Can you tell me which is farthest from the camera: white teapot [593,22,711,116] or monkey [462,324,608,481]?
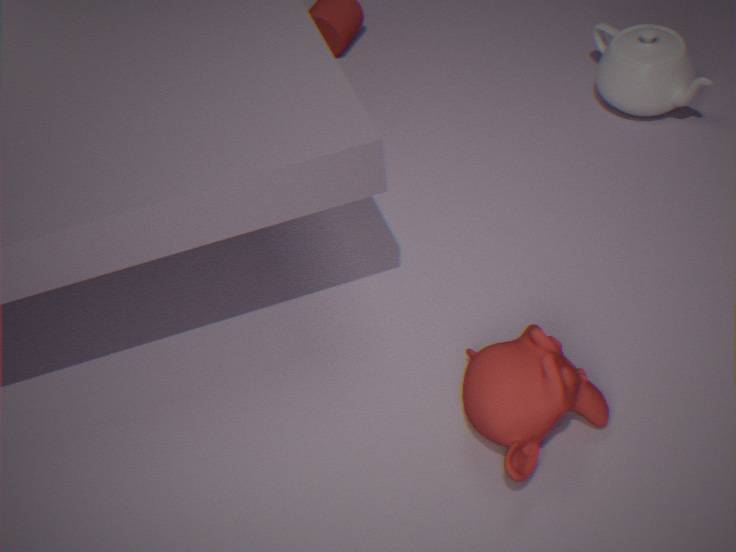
white teapot [593,22,711,116]
